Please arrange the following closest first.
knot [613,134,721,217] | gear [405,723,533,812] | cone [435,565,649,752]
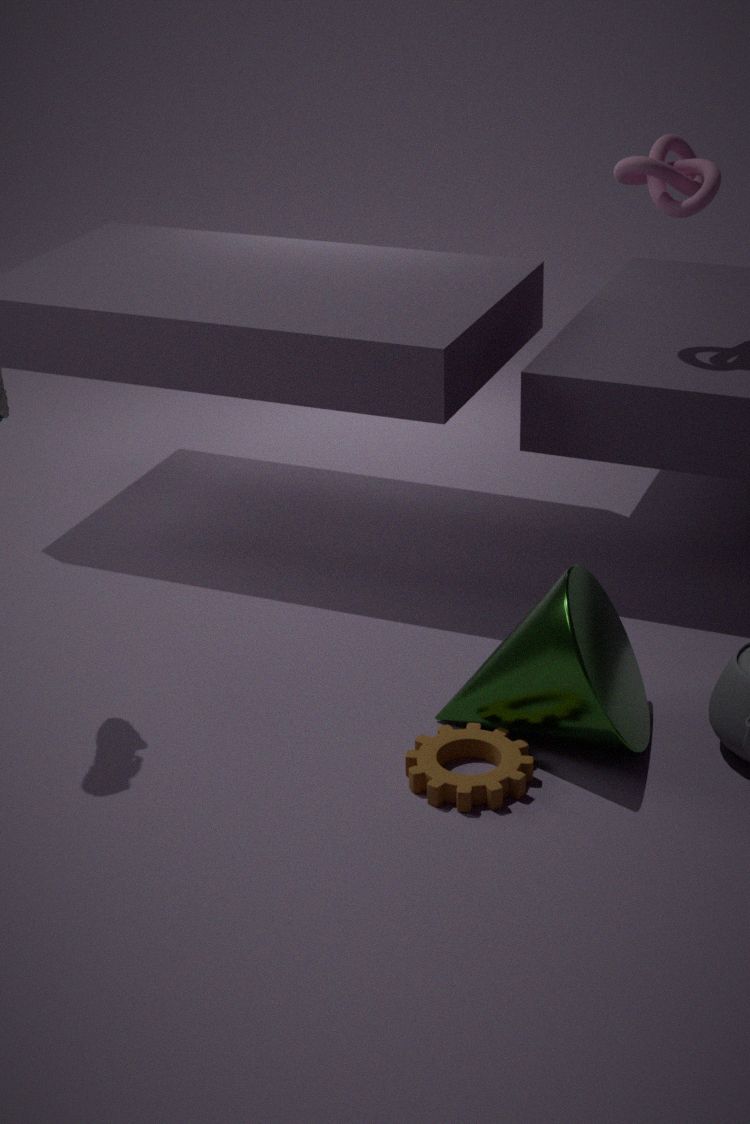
gear [405,723,533,812] < cone [435,565,649,752] < knot [613,134,721,217]
